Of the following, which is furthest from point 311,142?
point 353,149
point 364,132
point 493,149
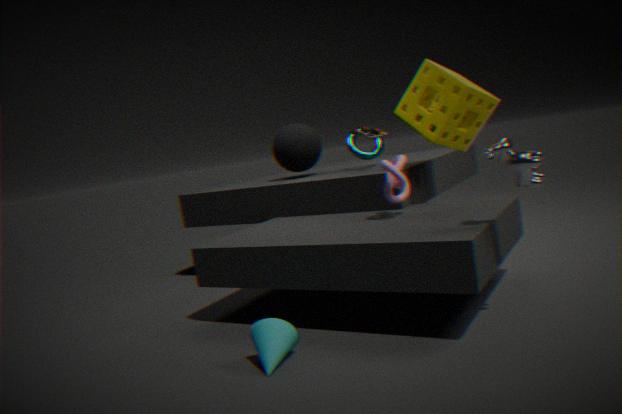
point 493,149
